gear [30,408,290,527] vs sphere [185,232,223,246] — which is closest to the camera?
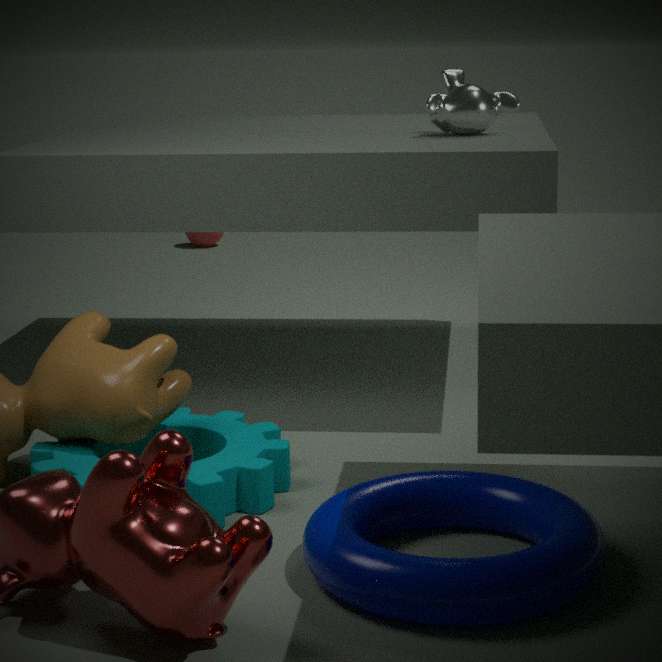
gear [30,408,290,527]
